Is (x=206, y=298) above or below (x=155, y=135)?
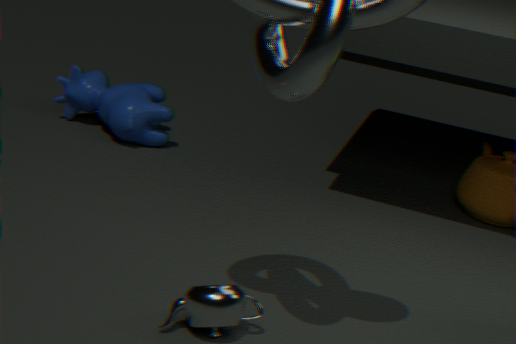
below
